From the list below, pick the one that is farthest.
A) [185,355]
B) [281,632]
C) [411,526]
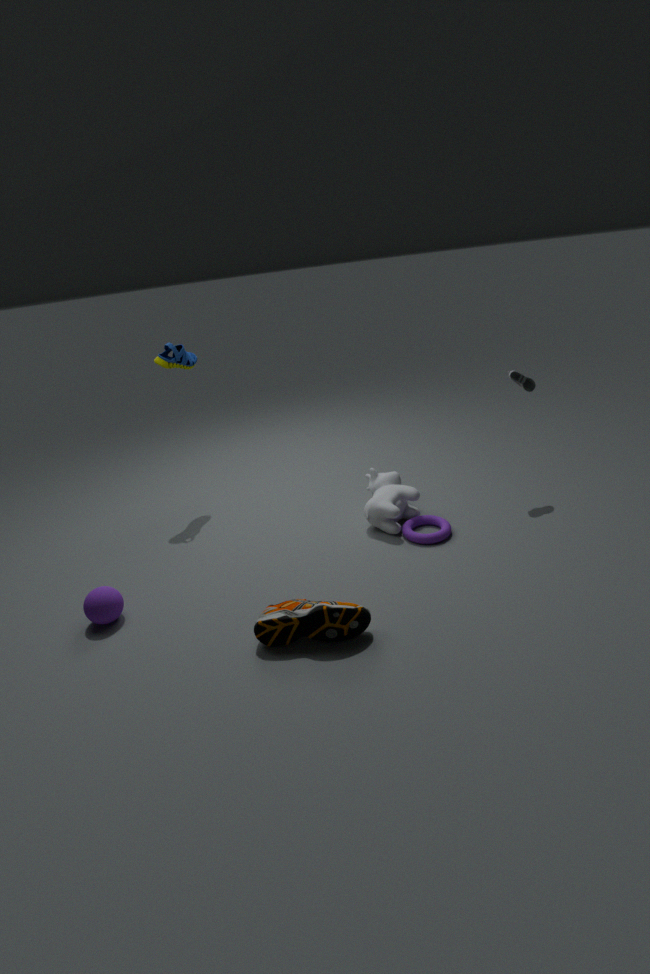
[185,355]
